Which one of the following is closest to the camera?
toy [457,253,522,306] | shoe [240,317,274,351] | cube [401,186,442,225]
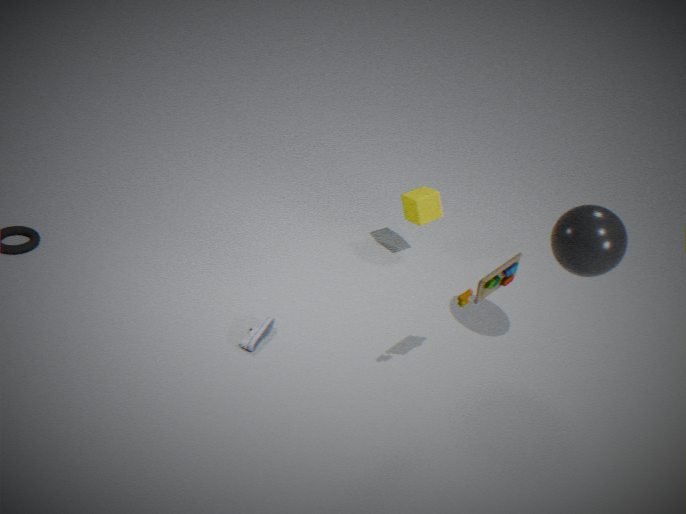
toy [457,253,522,306]
